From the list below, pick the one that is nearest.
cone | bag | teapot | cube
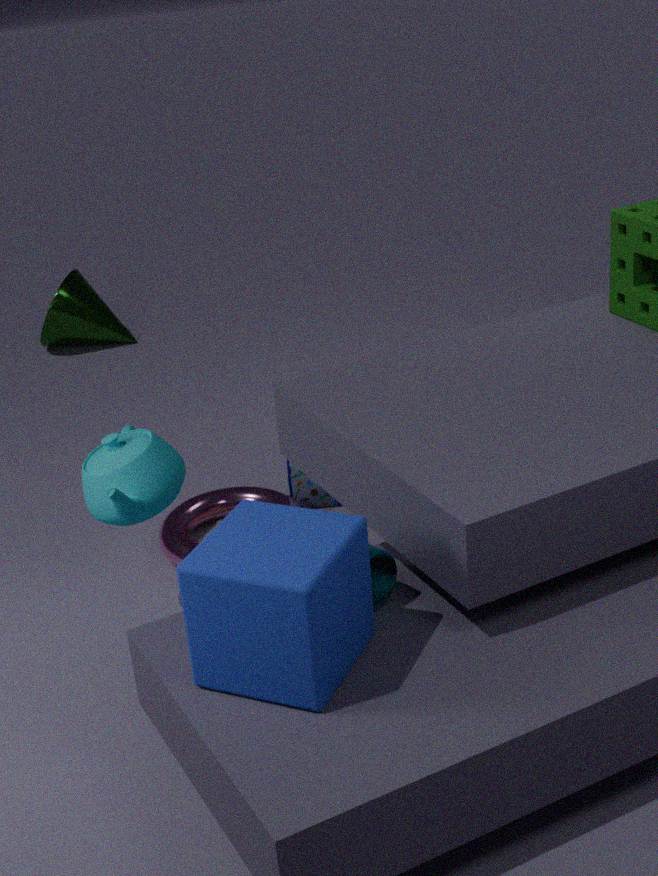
cube
